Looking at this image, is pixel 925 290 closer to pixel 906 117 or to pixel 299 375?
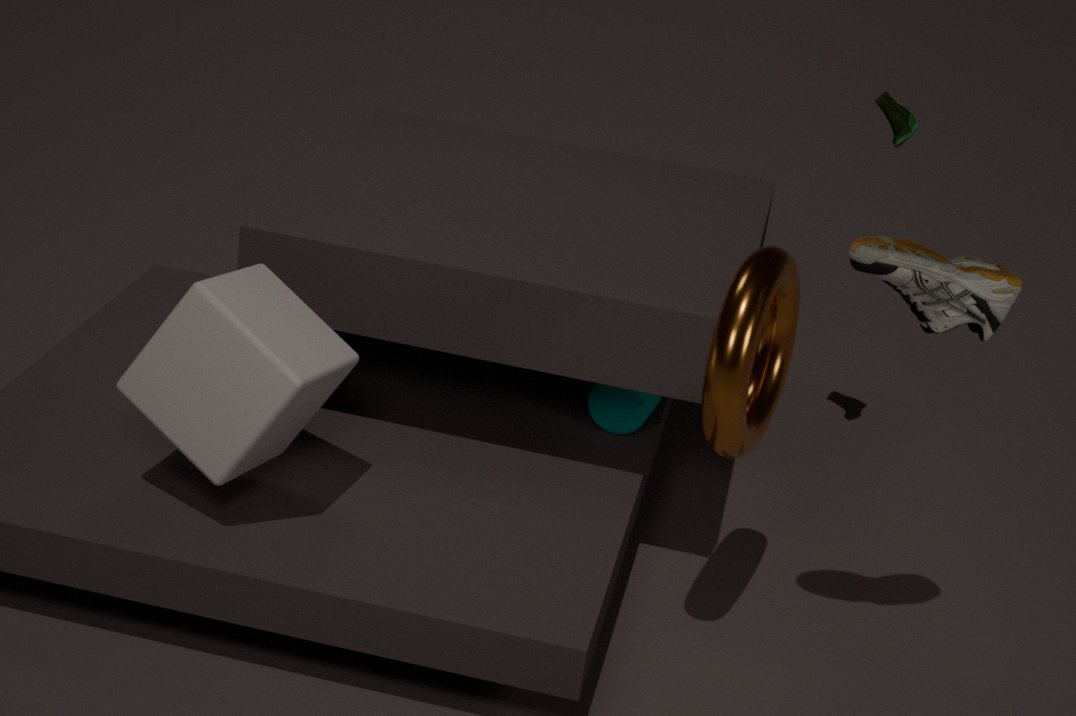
pixel 906 117
